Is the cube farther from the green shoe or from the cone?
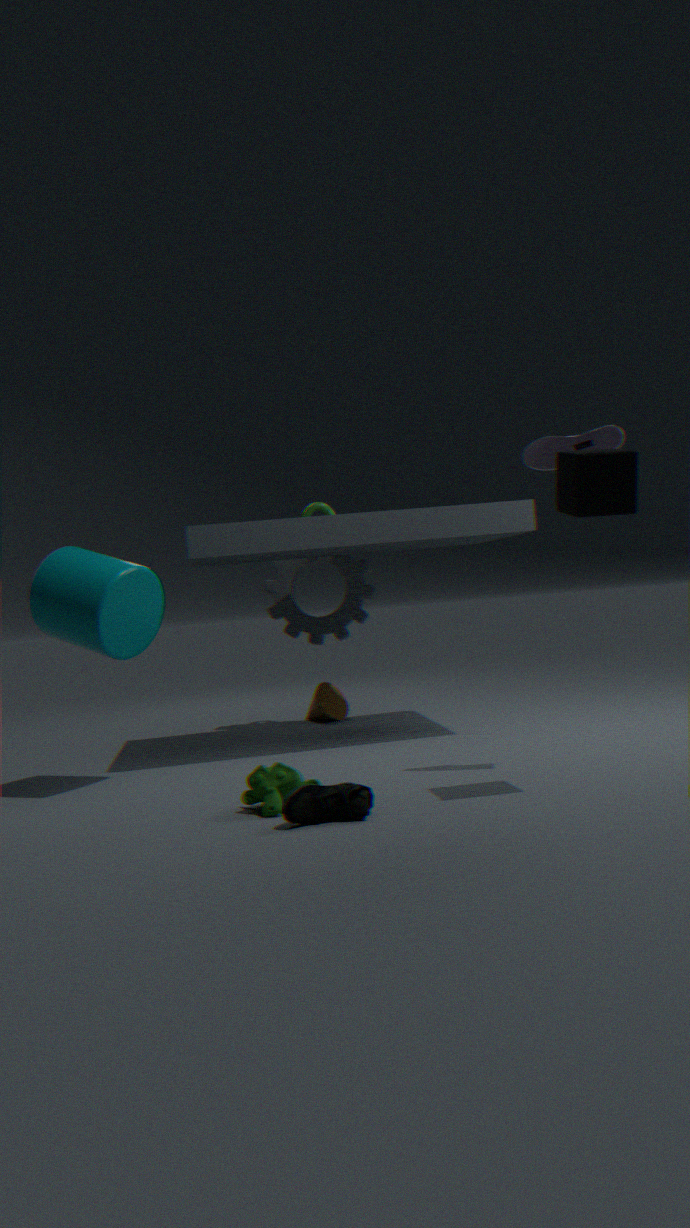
the cone
